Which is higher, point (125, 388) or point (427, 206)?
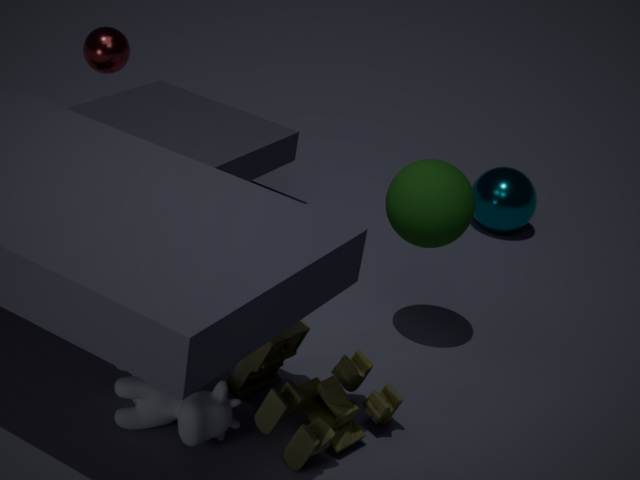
point (427, 206)
